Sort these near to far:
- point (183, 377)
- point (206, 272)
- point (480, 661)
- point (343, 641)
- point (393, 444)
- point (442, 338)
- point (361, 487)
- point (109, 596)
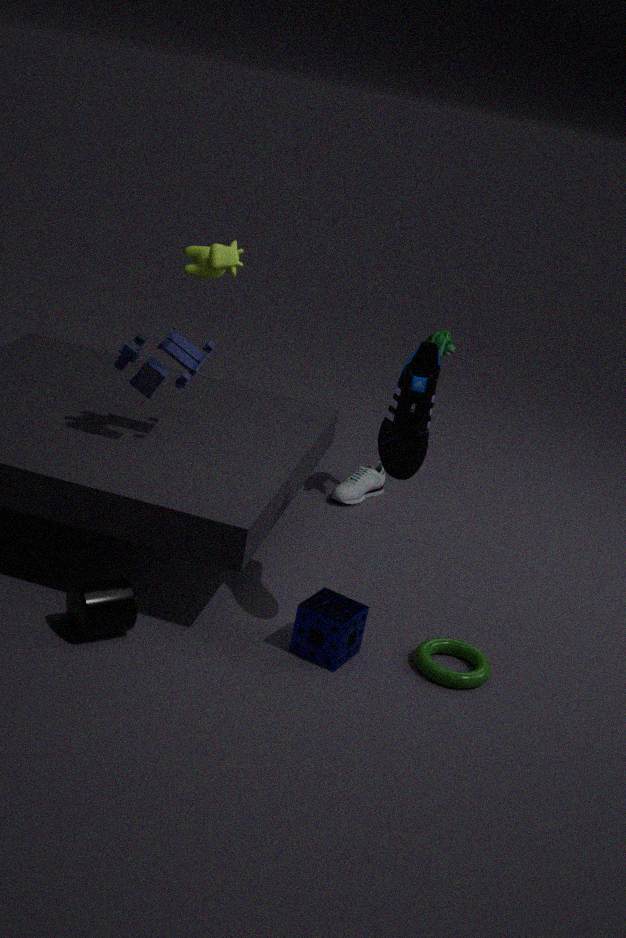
point (109, 596)
point (393, 444)
point (343, 641)
point (206, 272)
point (480, 661)
point (183, 377)
point (442, 338)
point (361, 487)
